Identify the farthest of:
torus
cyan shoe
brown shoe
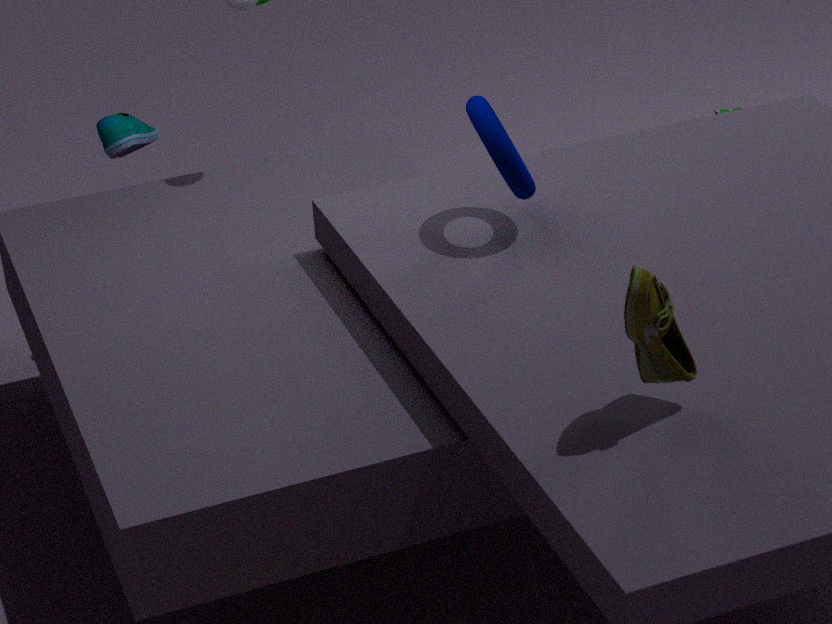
cyan shoe
